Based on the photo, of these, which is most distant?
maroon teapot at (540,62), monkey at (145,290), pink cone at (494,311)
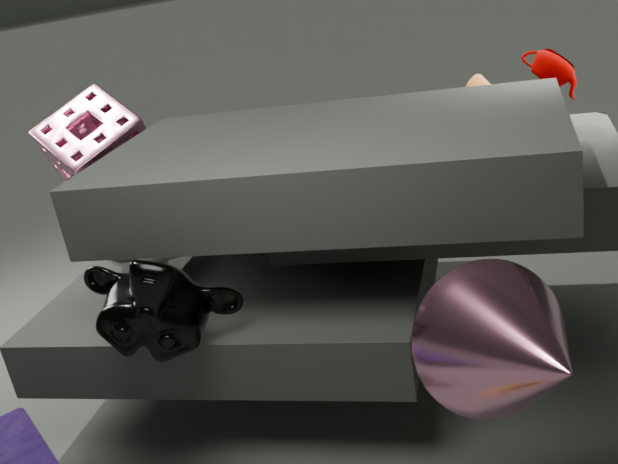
maroon teapot at (540,62)
